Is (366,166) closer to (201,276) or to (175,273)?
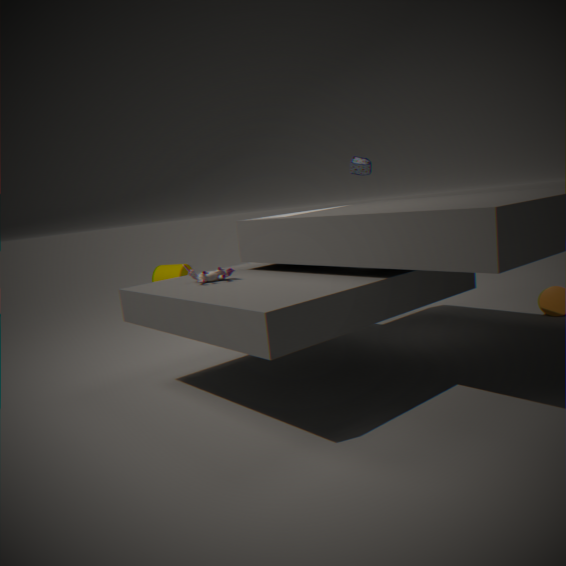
(201,276)
